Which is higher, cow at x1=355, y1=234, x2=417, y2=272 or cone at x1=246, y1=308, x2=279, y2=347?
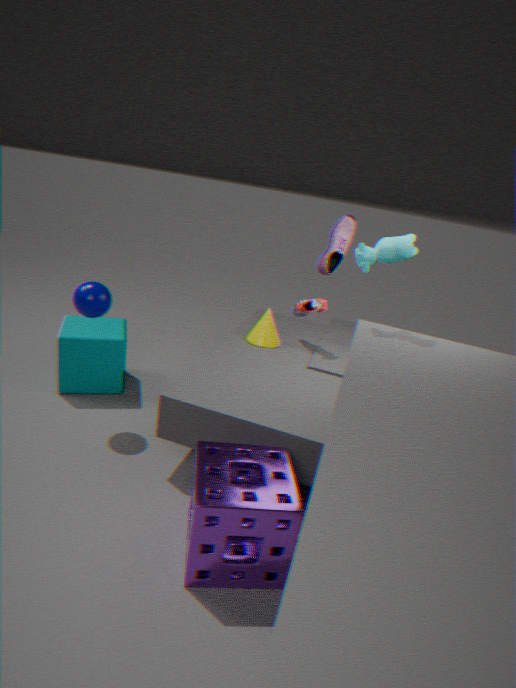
cow at x1=355, y1=234, x2=417, y2=272
